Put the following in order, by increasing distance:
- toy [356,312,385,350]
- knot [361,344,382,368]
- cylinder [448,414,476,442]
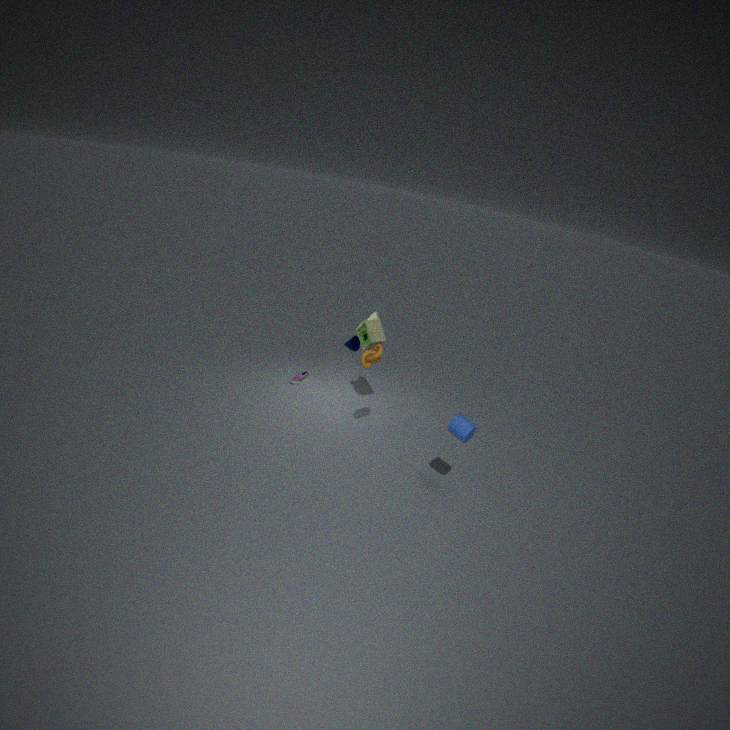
cylinder [448,414,476,442] → knot [361,344,382,368] → toy [356,312,385,350]
